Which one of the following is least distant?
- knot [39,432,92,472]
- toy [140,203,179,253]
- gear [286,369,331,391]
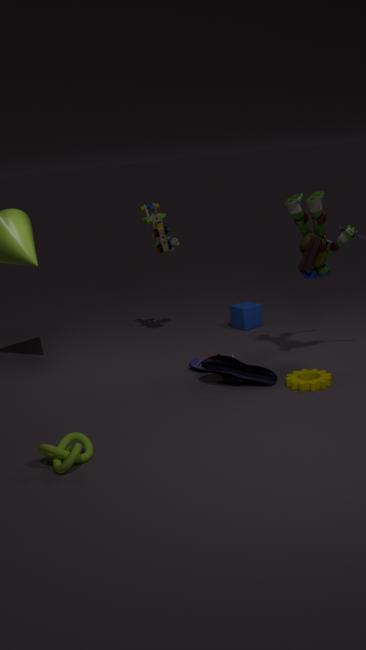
knot [39,432,92,472]
